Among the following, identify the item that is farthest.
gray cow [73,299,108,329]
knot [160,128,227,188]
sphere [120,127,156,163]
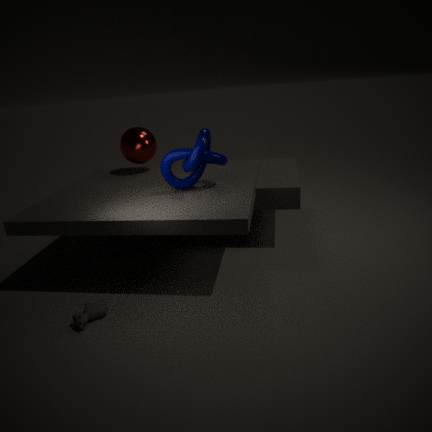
sphere [120,127,156,163]
